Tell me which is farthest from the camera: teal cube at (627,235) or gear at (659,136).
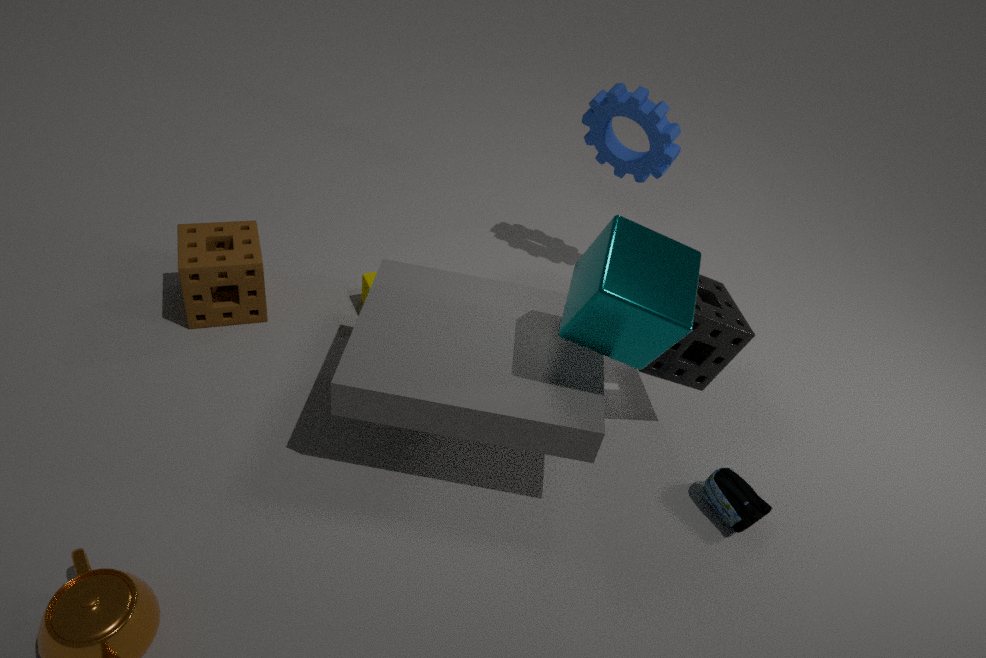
gear at (659,136)
